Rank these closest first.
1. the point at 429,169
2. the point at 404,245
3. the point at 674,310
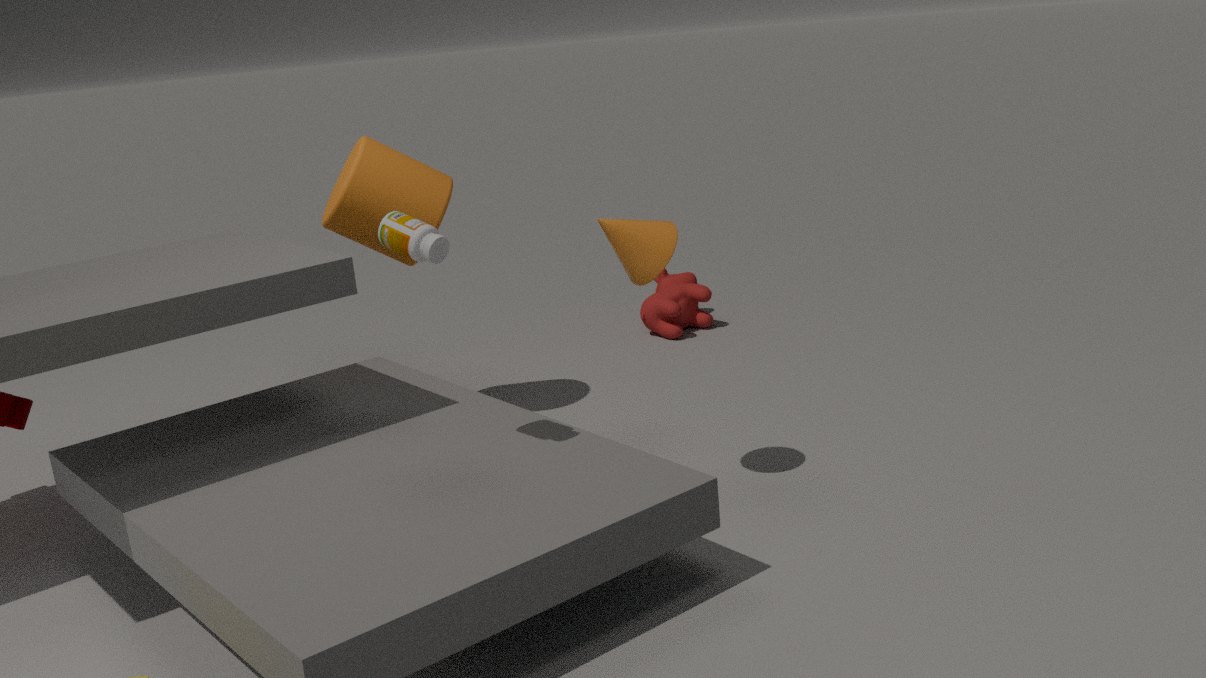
the point at 404,245 < the point at 429,169 < the point at 674,310
